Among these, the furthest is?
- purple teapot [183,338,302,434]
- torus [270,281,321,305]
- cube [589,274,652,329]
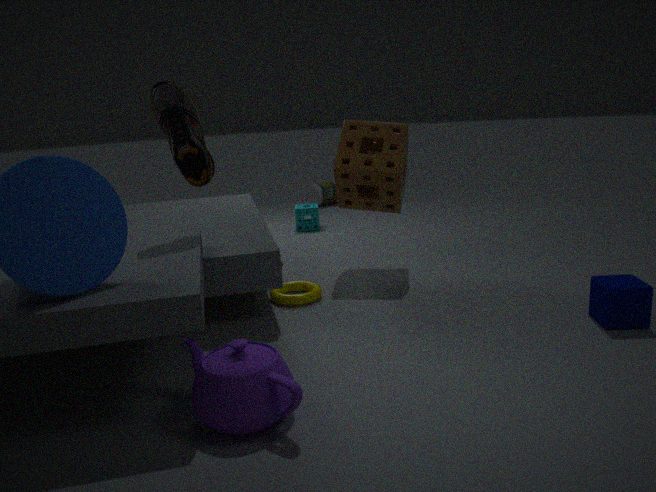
torus [270,281,321,305]
